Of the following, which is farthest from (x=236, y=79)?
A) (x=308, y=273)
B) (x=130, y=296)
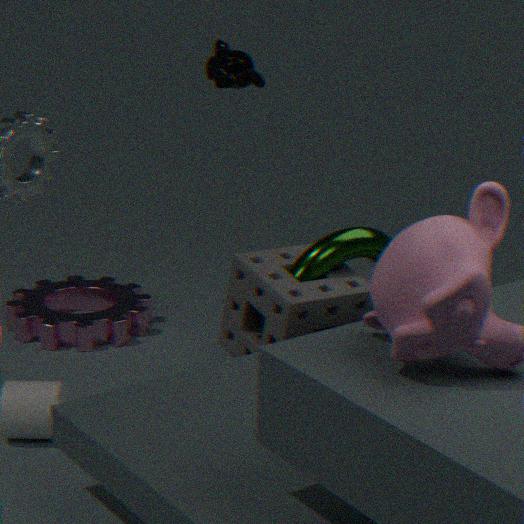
(x=130, y=296)
